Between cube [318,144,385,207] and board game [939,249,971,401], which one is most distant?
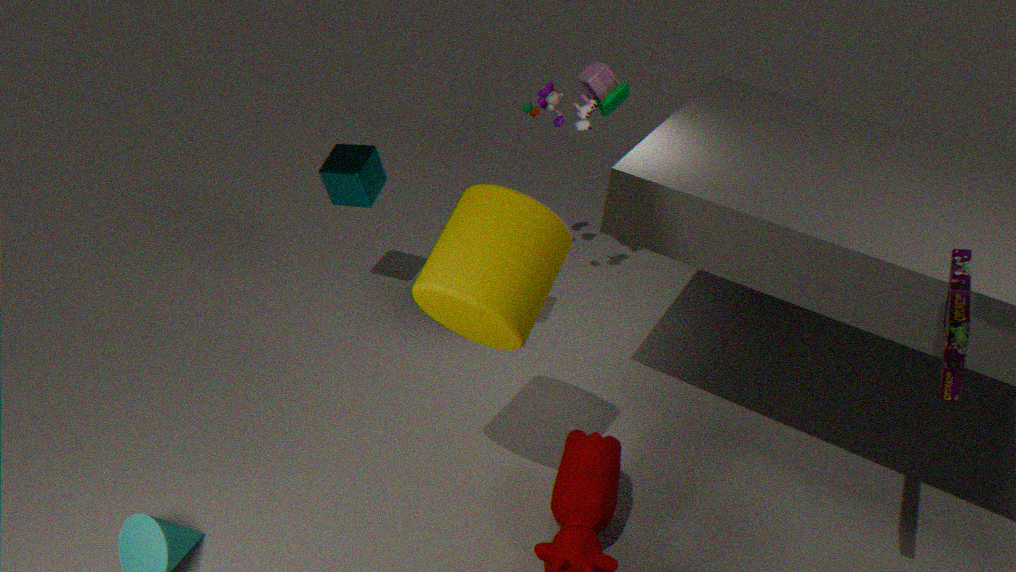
cube [318,144,385,207]
